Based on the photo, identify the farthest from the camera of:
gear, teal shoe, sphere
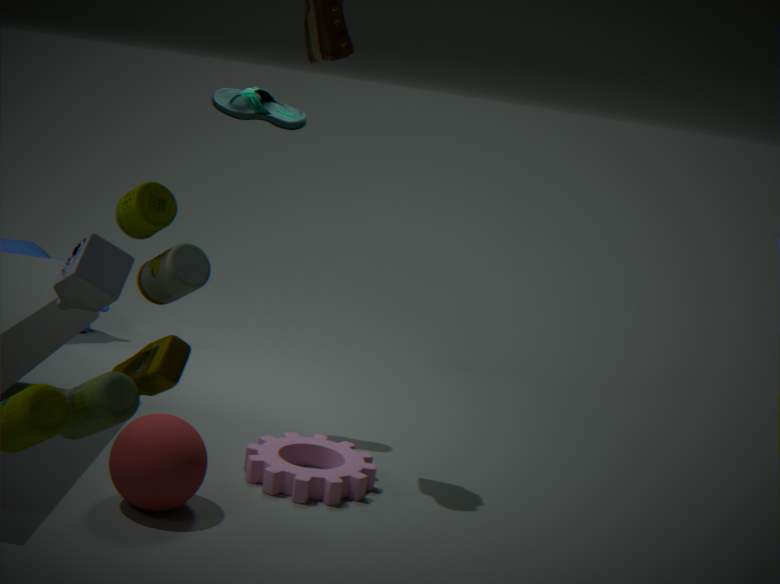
teal shoe
